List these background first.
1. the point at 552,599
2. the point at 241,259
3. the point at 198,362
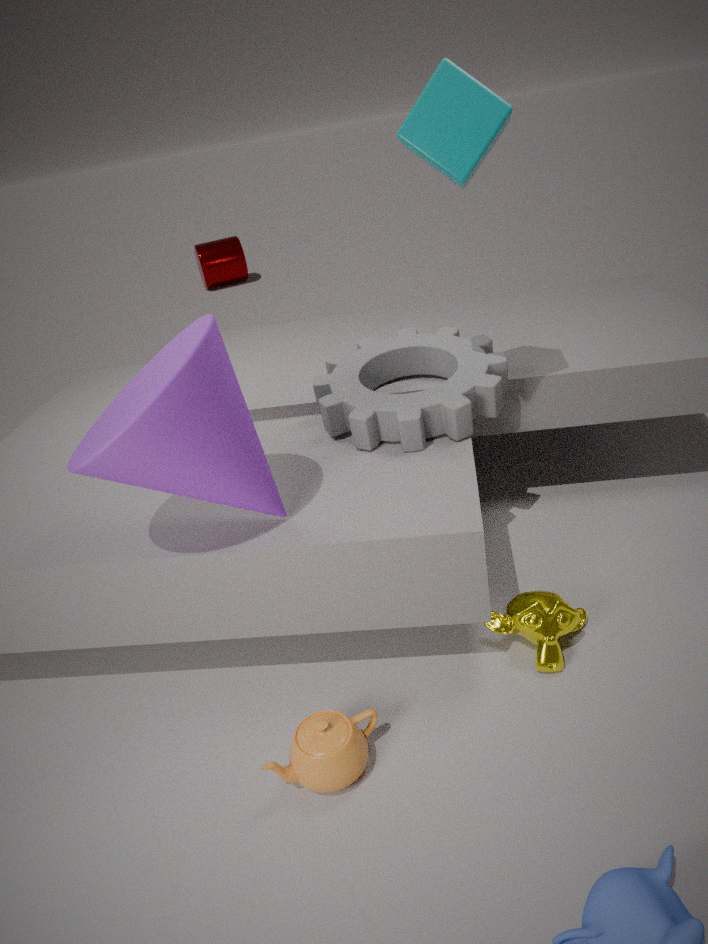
1. the point at 241,259
2. the point at 552,599
3. the point at 198,362
